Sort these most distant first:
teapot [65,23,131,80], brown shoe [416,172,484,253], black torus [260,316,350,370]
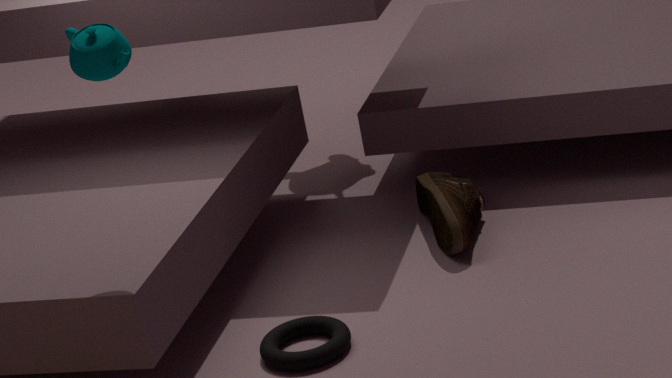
brown shoe [416,172,484,253] < black torus [260,316,350,370] < teapot [65,23,131,80]
